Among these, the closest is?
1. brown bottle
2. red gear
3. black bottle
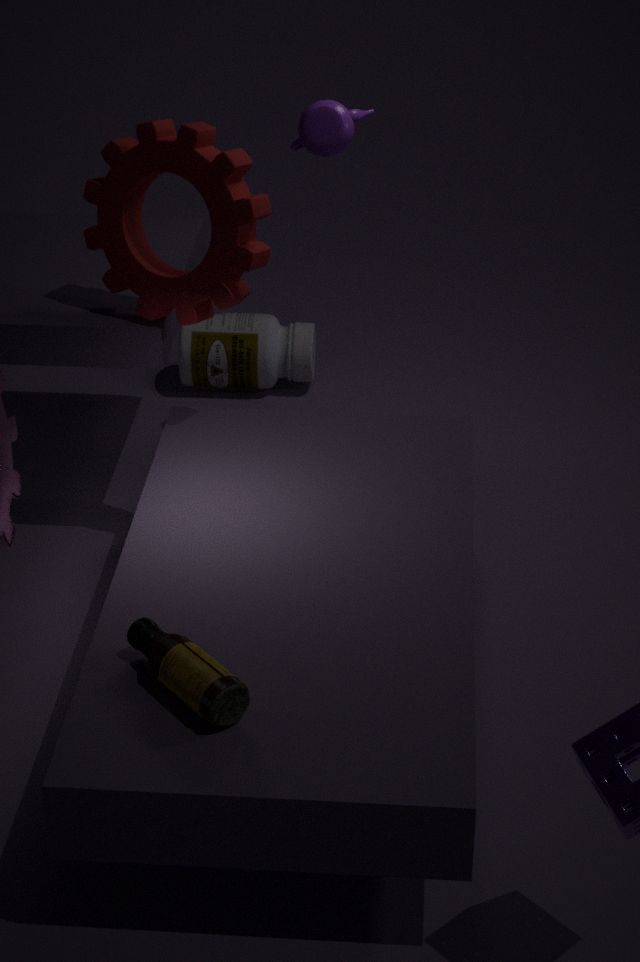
brown bottle
